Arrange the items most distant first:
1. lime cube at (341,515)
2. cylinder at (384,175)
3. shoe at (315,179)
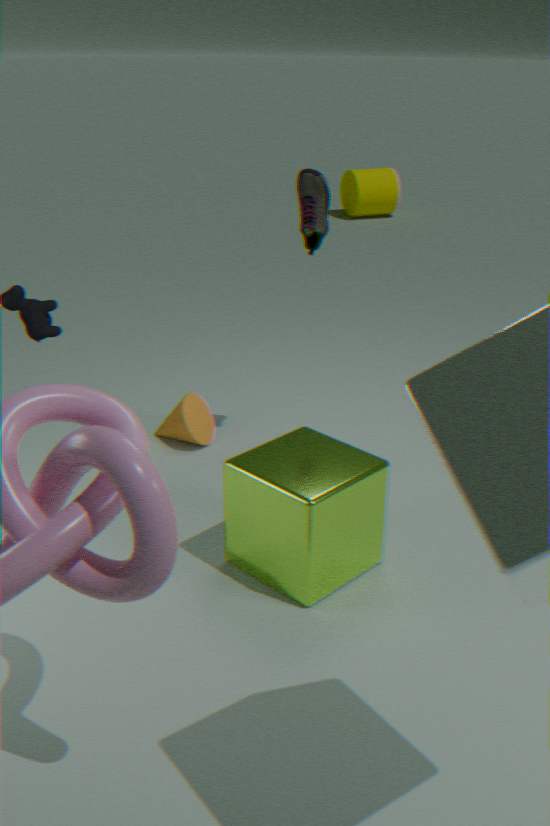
cylinder at (384,175) < shoe at (315,179) < lime cube at (341,515)
